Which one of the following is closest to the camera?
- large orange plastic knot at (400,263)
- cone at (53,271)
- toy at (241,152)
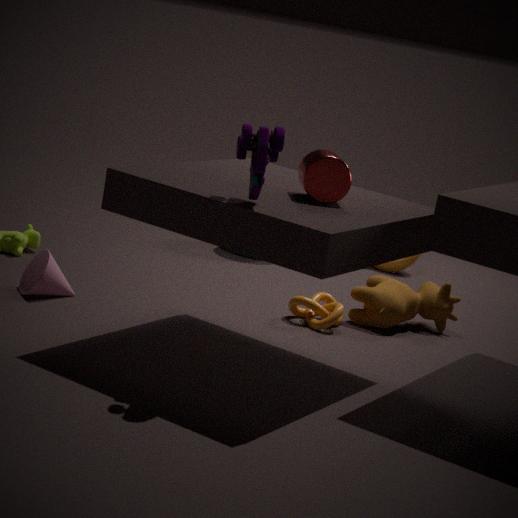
toy at (241,152)
